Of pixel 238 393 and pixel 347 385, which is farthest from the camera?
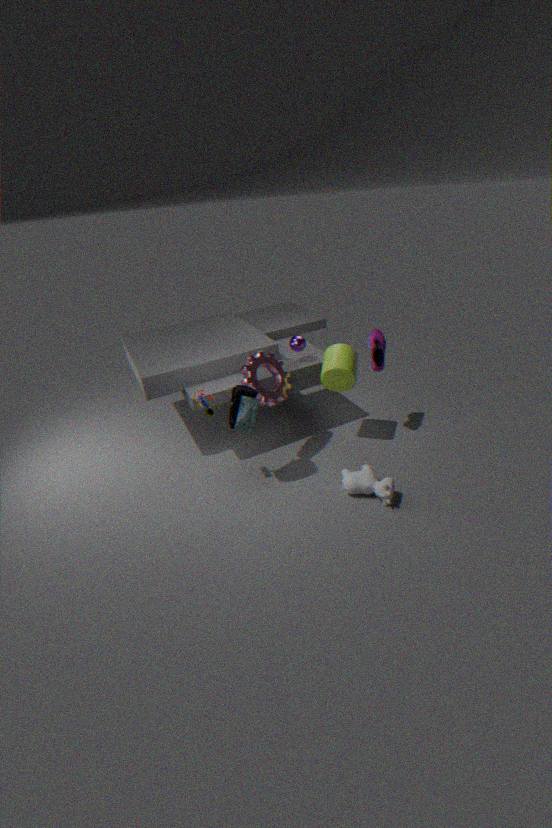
pixel 347 385
